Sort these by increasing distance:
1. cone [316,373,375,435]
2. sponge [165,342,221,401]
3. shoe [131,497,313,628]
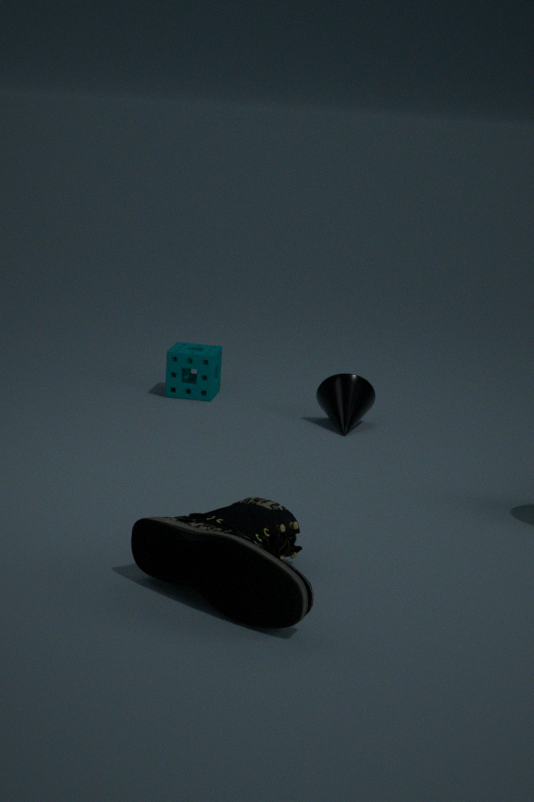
shoe [131,497,313,628] → cone [316,373,375,435] → sponge [165,342,221,401]
